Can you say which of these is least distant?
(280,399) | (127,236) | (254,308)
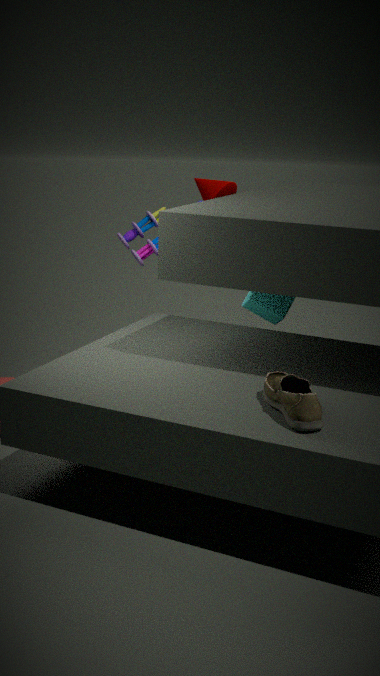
(280,399)
